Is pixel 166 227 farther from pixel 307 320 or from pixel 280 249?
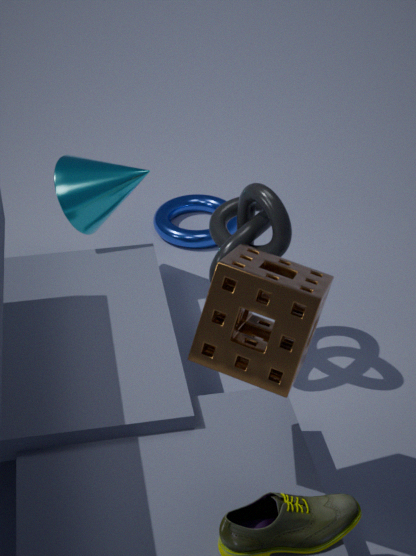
pixel 307 320
